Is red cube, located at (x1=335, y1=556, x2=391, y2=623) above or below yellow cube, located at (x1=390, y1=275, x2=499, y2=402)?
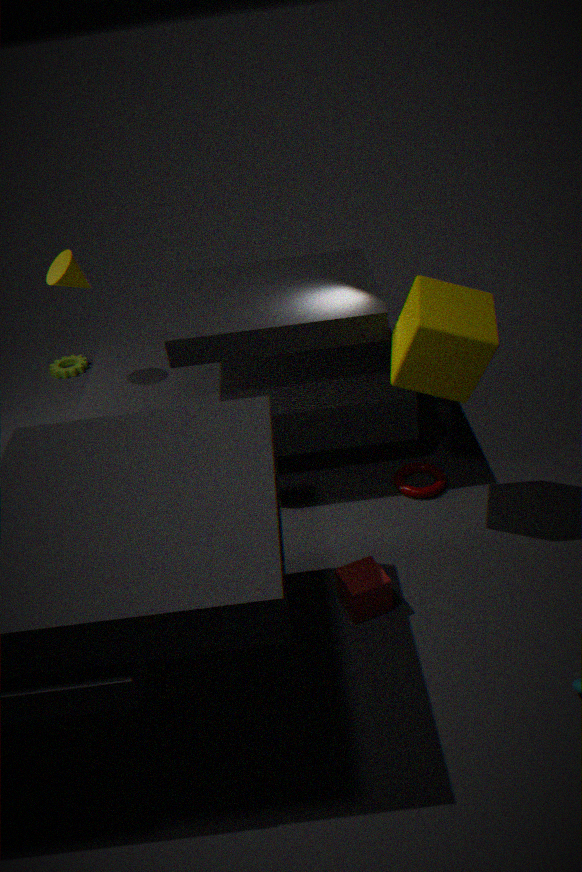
below
